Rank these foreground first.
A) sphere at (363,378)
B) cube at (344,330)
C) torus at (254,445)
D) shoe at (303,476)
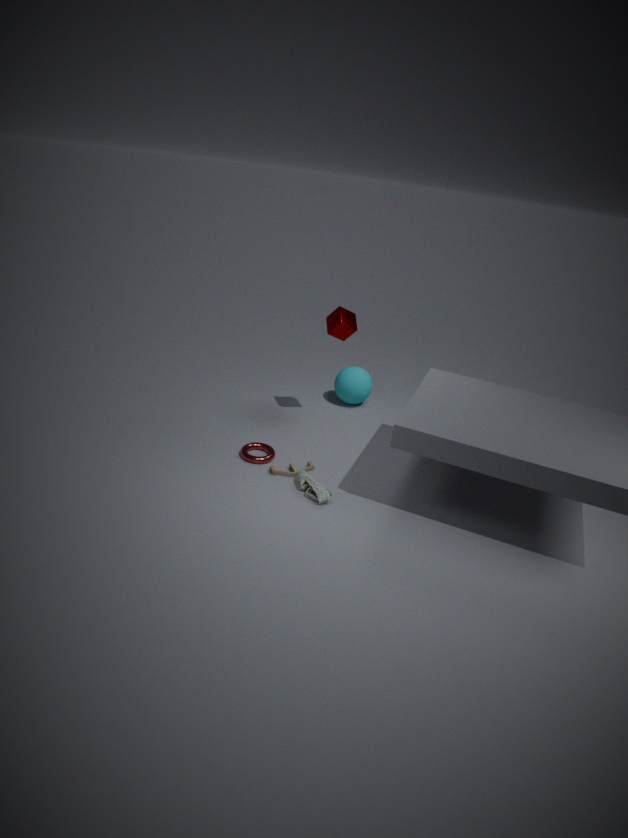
shoe at (303,476) → torus at (254,445) → cube at (344,330) → sphere at (363,378)
